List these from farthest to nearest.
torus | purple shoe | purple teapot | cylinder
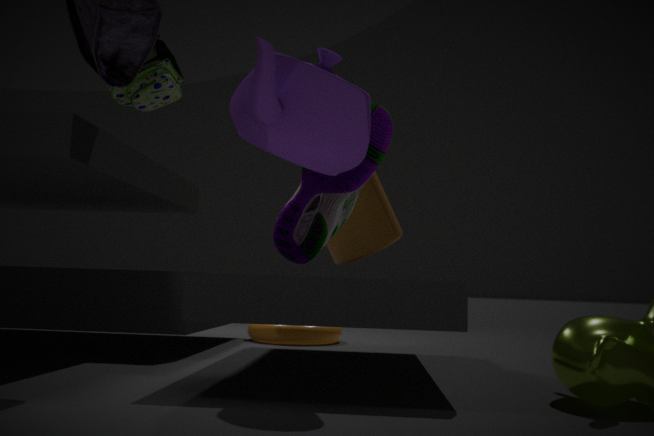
1. torus
2. cylinder
3. purple shoe
4. purple teapot
